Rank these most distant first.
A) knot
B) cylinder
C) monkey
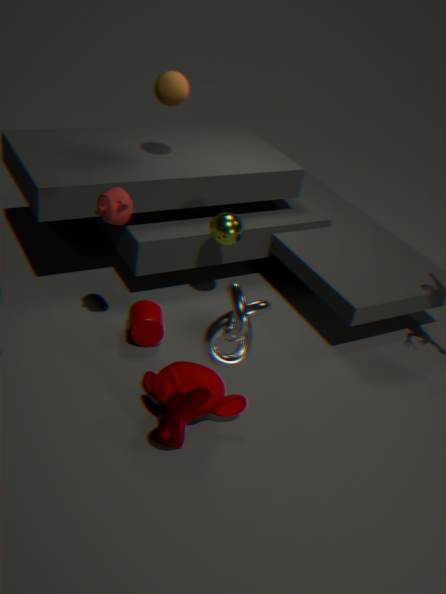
cylinder → monkey → knot
